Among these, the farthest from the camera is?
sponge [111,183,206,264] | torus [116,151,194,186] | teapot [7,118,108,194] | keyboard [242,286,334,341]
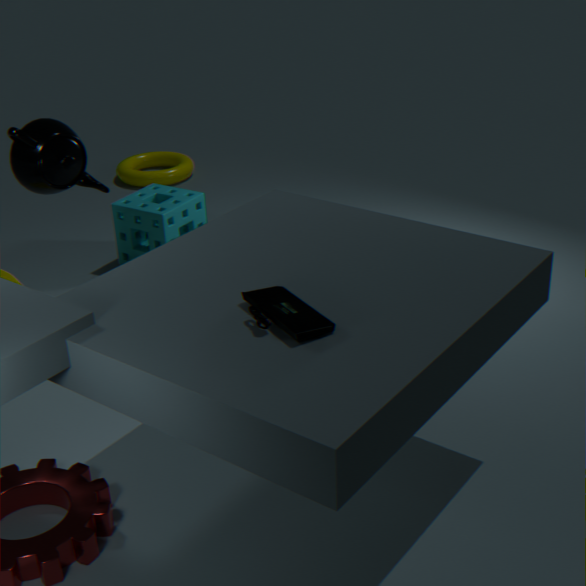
torus [116,151,194,186]
